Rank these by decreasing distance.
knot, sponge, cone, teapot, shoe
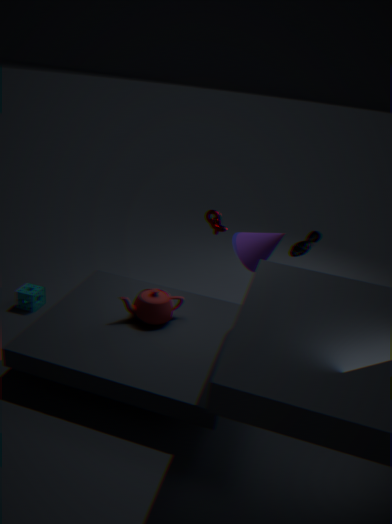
1. shoe
2. knot
3. cone
4. sponge
5. teapot
